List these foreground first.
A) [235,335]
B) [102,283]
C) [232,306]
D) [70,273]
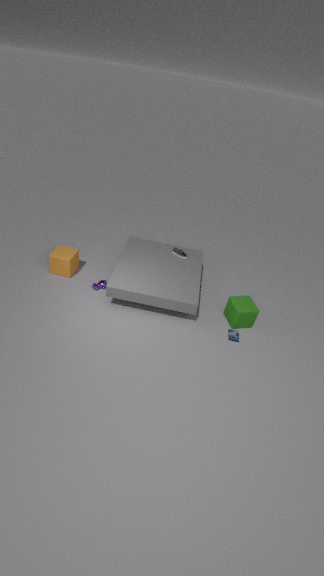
[235,335]
[232,306]
[102,283]
[70,273]
